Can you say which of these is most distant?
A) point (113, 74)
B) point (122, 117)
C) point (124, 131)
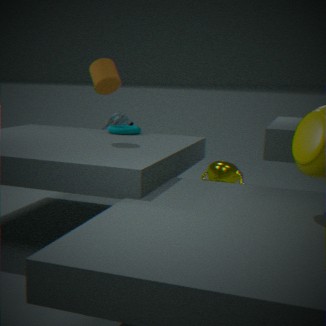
point (122, 117)
